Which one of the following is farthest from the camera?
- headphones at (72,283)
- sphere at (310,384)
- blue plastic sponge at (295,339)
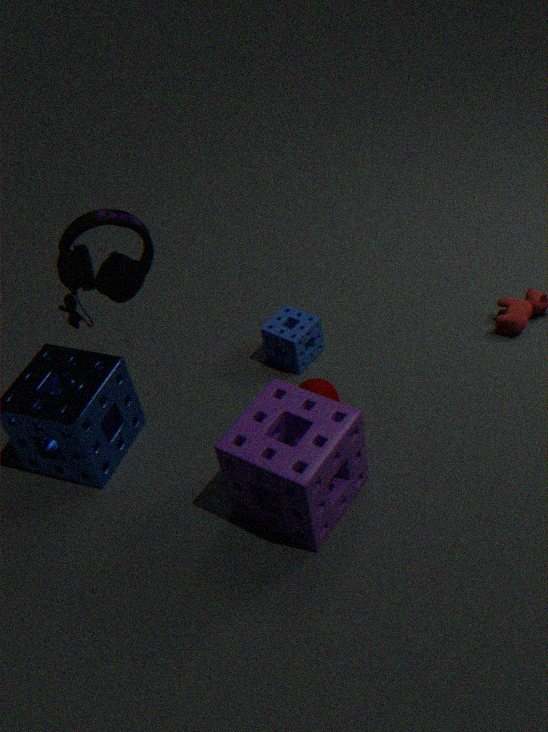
blue plastic sponge at (295,339)
